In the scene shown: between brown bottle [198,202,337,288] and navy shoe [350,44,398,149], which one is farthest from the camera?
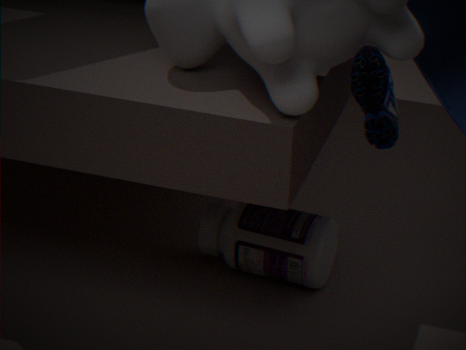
brown bottle [198,202,337,288]
